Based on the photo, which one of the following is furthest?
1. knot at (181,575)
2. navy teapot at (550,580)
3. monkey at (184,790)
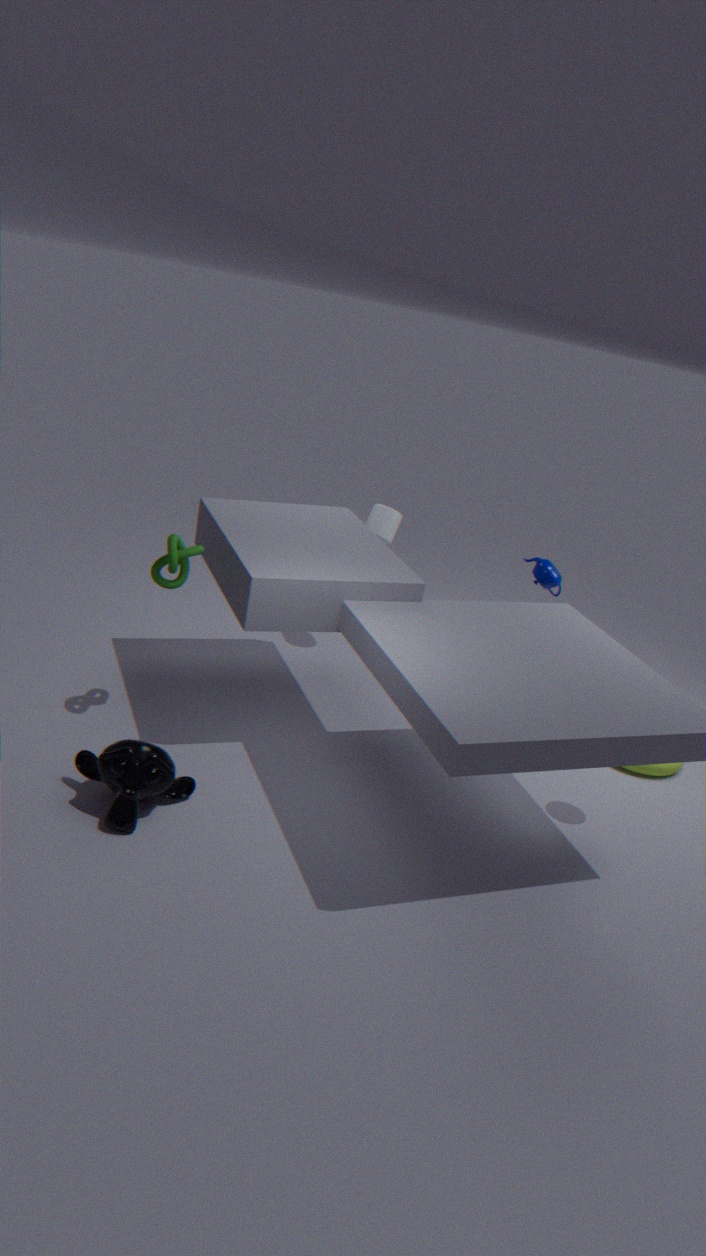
navy teapot at (550,580)
